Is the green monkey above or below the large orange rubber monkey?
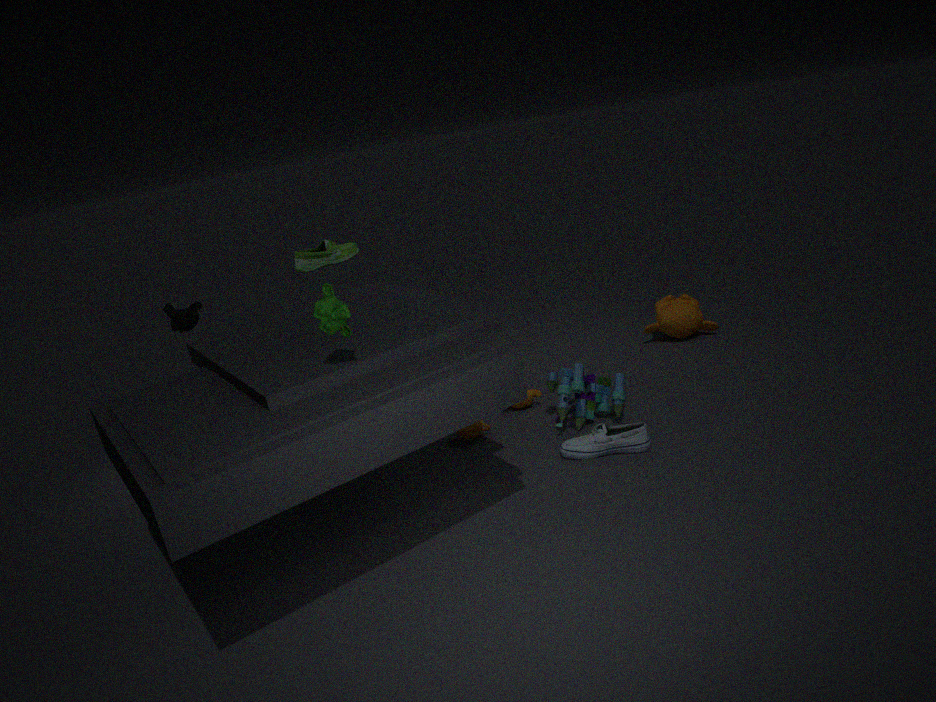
above
